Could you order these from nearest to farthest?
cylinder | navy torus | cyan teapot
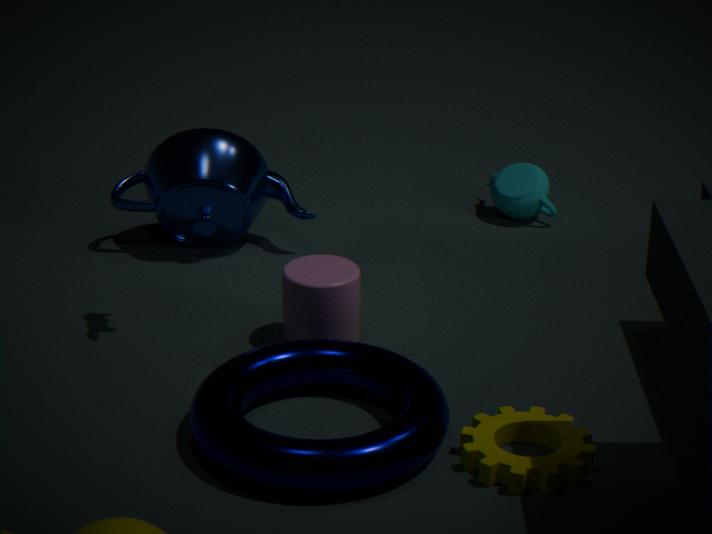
navy torus → cylinder → cyan teapot
